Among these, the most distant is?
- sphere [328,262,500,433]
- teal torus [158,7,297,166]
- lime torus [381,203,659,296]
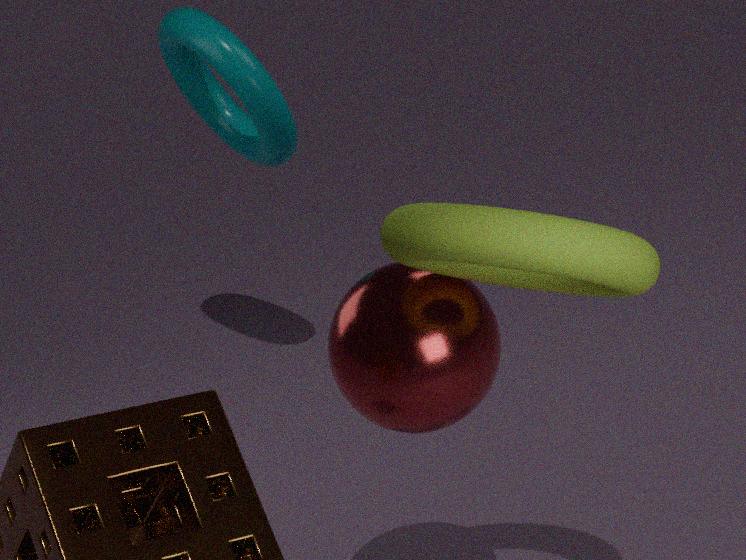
teal torus [158,7,297,166]
